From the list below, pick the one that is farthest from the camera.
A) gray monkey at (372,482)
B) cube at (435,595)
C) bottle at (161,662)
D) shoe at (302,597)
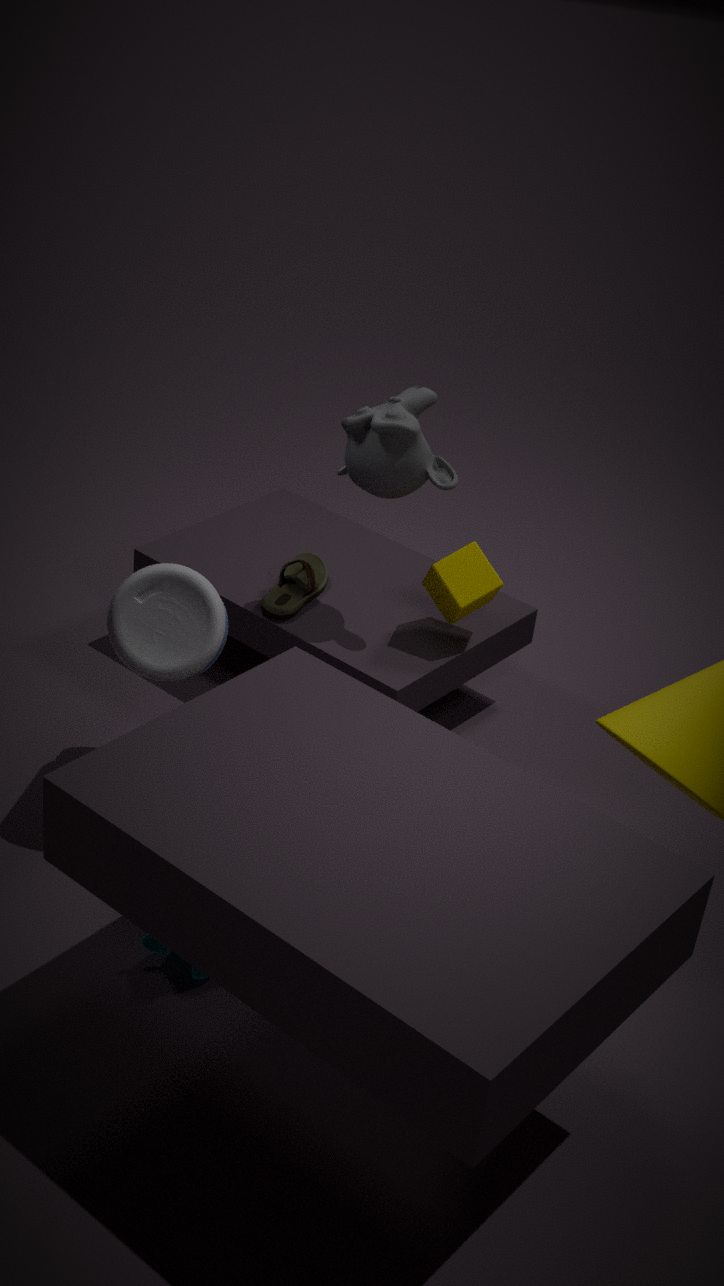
shoe at (302,597)
